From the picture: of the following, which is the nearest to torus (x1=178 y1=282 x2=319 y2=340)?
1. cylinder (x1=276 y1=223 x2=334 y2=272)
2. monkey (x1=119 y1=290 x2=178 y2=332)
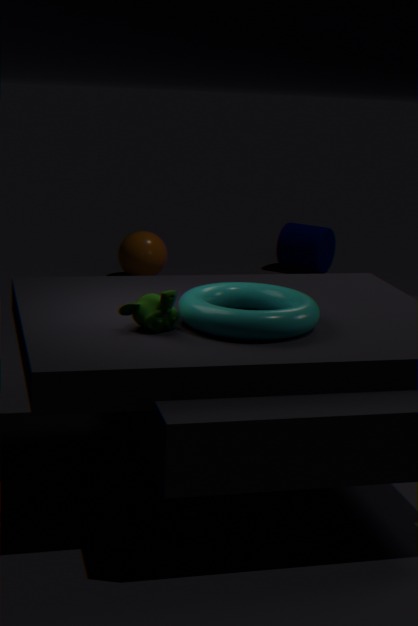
monkey (x1=119 y1=290 x2=178 y2=332)
